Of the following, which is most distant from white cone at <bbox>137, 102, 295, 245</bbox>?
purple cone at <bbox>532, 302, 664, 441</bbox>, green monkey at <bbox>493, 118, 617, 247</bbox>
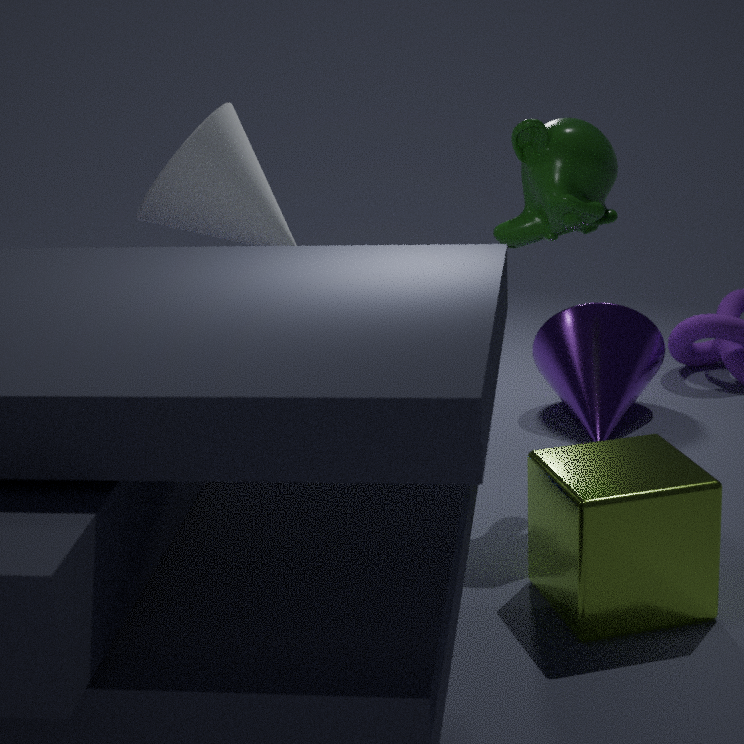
purple cone at <bbox>532, 302, 664, 441</bbox>
